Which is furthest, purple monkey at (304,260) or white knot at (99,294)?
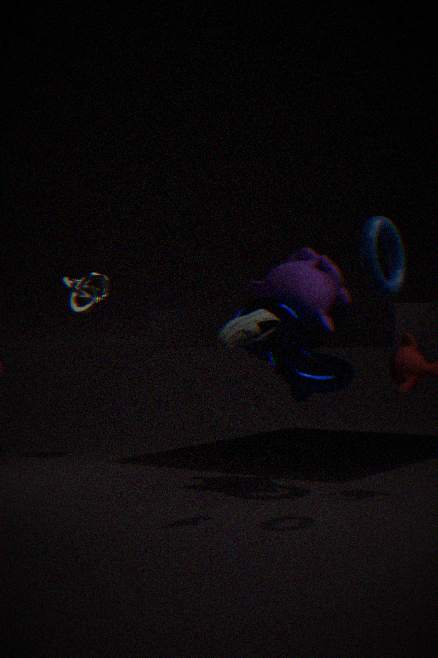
white knot at (99,294)
